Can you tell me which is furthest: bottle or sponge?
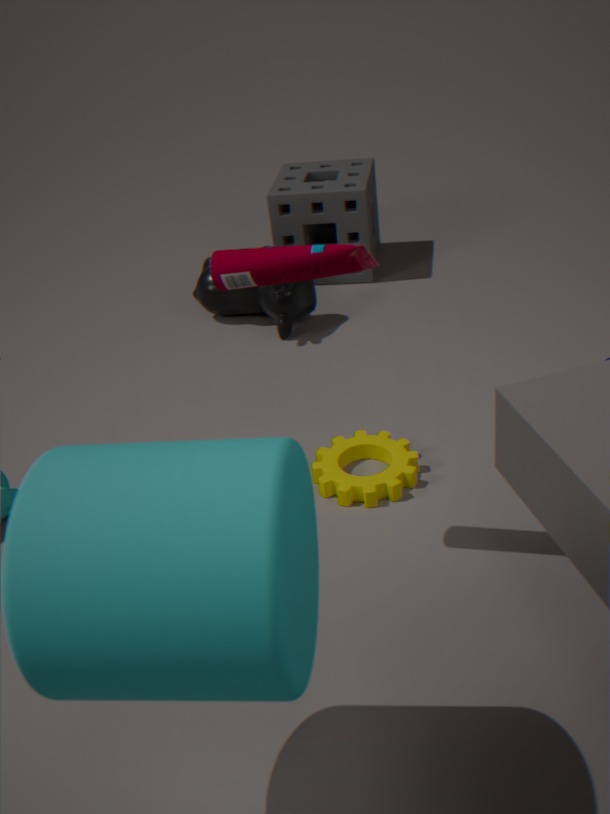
sponge
